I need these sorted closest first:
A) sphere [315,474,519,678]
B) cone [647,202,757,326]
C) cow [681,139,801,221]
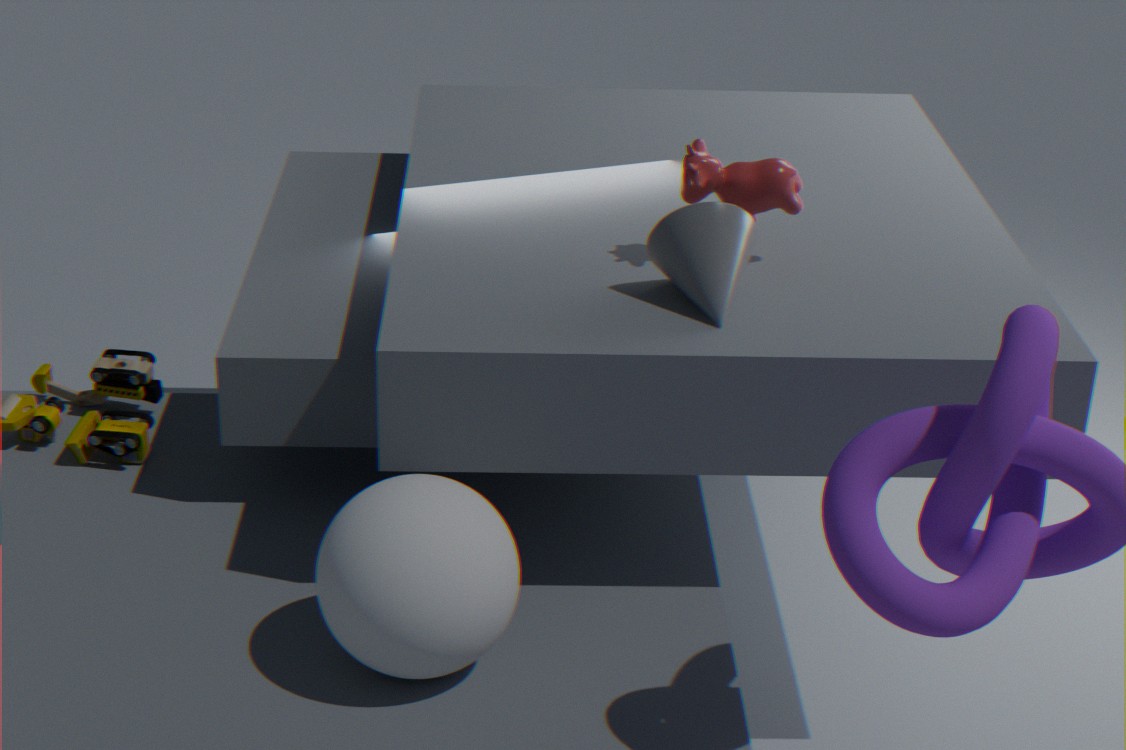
sphere [315,474,519,678] → cone [647,202,757,326] → cow [681,139,801,221]
